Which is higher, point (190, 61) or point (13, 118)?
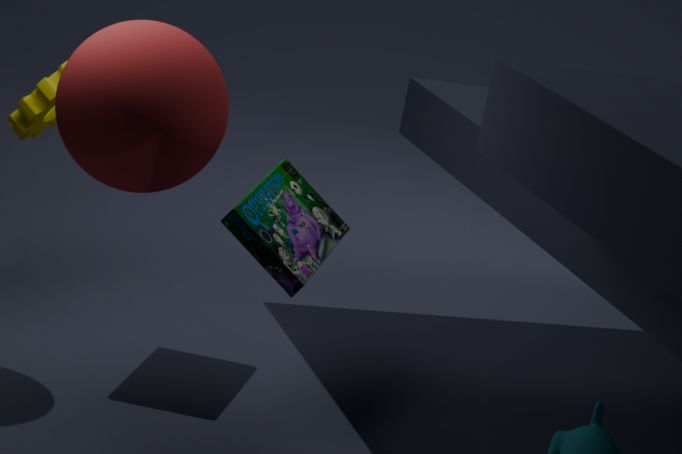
point (190, 61)
